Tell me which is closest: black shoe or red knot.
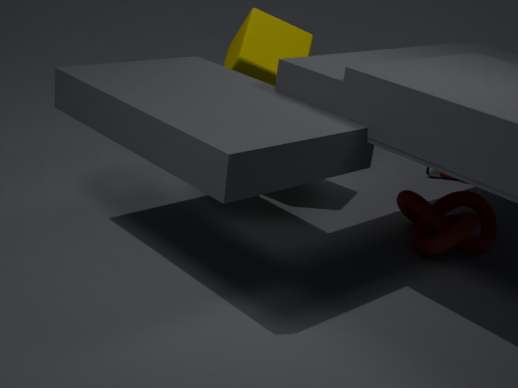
red knot
